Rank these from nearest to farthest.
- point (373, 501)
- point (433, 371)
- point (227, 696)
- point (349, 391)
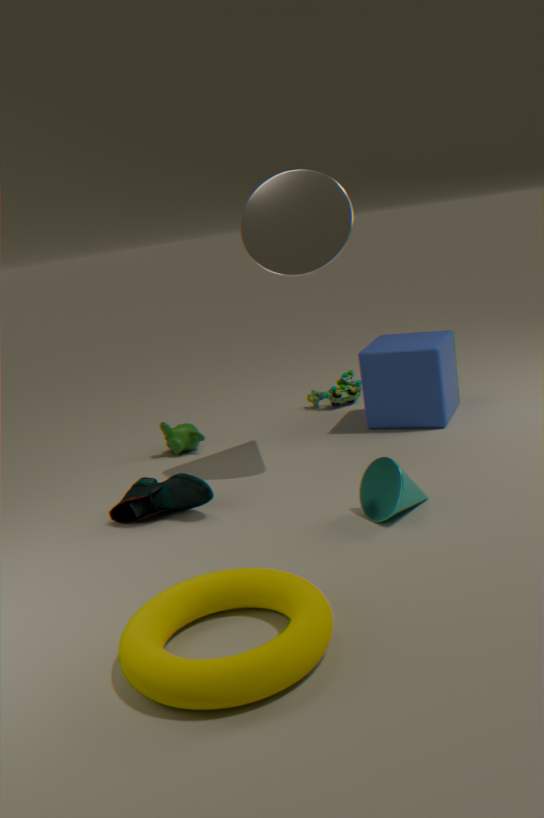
point (227, 696) < point (373, 501) < point (433, 371) < point (349, 391)
